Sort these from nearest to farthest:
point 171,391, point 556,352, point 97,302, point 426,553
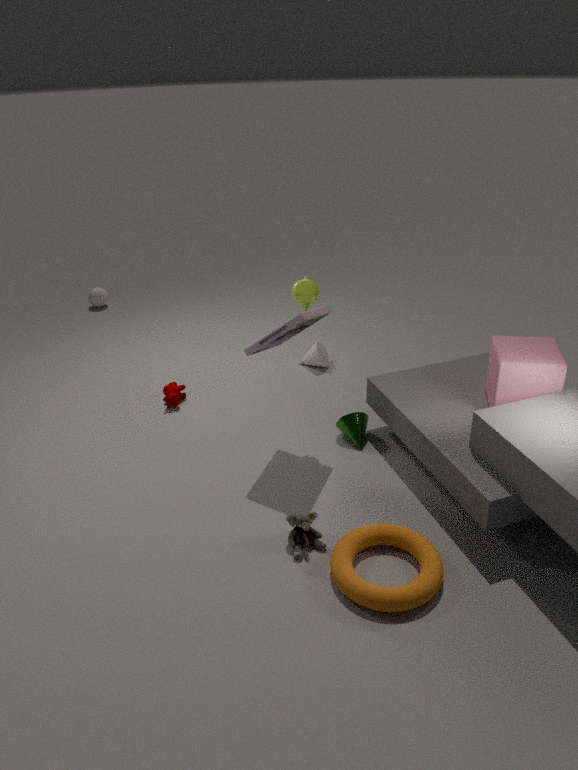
point 426,553
point 556,352
point 171,391
point 97,302
